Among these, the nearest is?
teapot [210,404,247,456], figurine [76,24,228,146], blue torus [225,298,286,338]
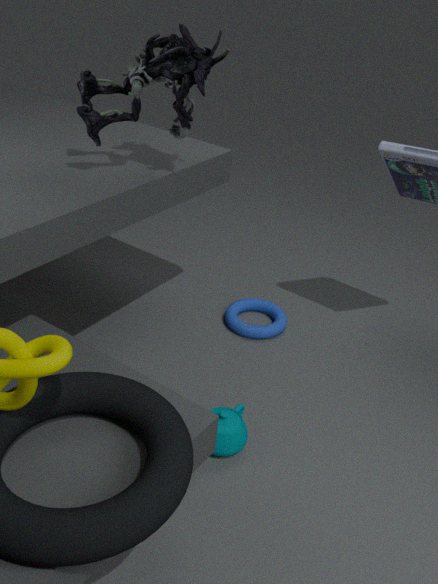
figurine [76,24,228,146]
